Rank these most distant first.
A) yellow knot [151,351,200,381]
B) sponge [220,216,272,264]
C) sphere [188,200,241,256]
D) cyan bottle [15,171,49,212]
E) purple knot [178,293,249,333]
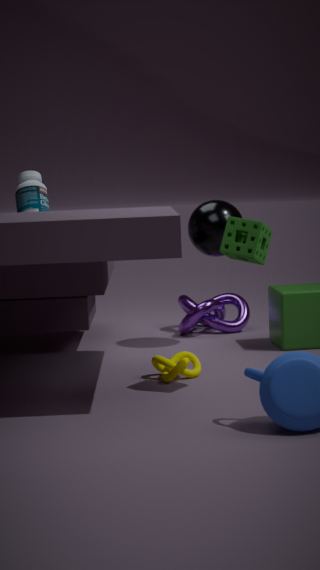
E. purple knot [178,293,249,333] → D. cyan bottle [15,171,49,212] → C. sphere [188,200,241,256] → A. yellow knot [151,351,200,381] → B. sponge [220,216,272,264]
